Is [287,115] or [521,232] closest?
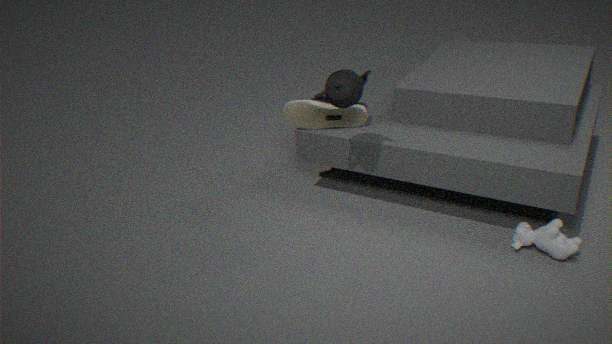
[521,232]
